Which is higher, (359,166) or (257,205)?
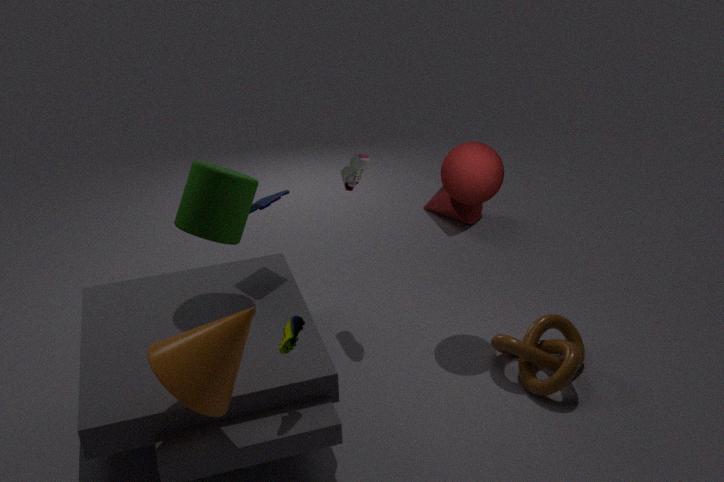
(359,166)
